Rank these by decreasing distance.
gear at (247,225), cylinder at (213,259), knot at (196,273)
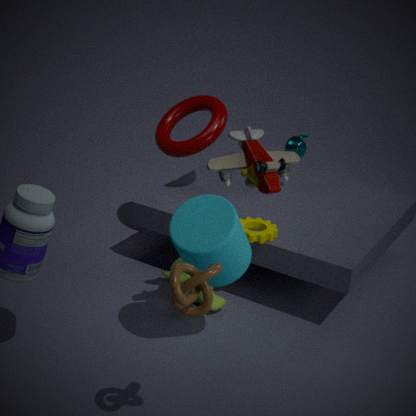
gear at (247,225)
cylinder at (213,259)
knot at (196,273)
